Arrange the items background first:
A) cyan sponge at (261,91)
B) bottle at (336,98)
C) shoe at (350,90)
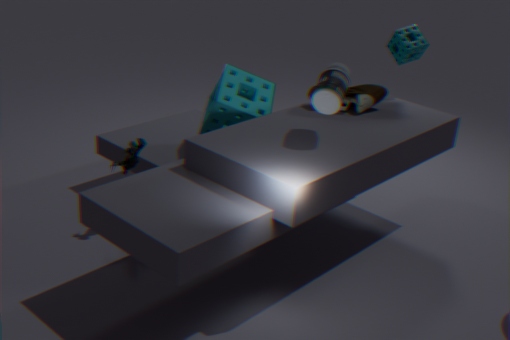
shoe at (350,90)
cyan sponge at (261,91)
bottle at (336,98)
